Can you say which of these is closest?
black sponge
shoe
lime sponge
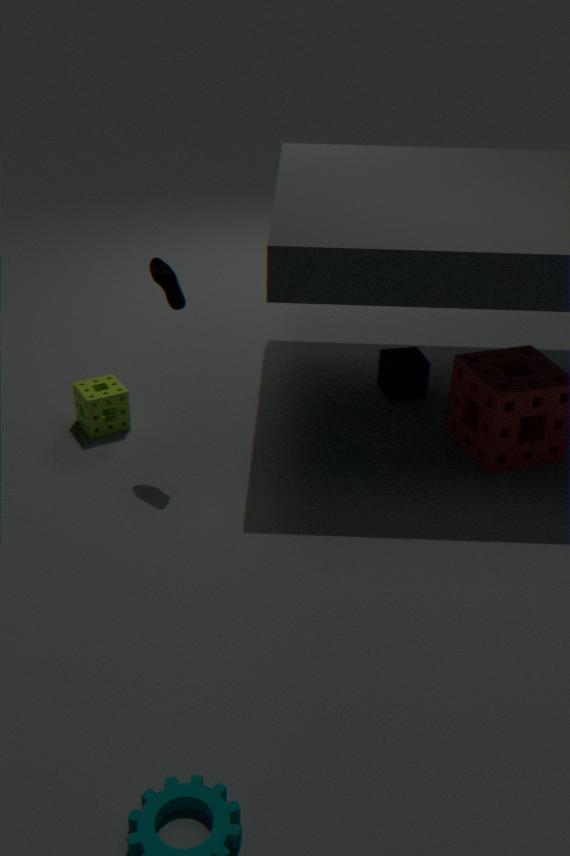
shoe
